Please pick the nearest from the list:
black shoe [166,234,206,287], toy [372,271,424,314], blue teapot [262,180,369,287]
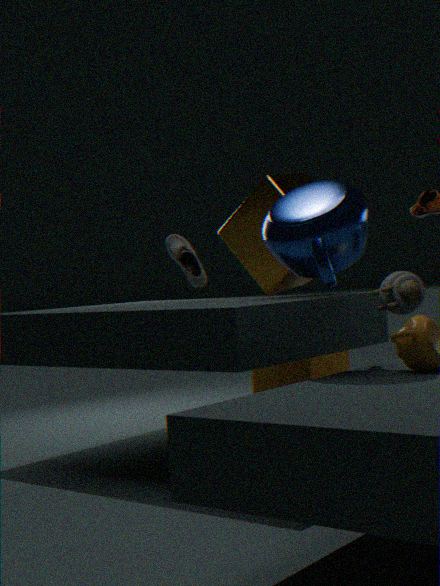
blue teapot [262,180,369,287]
